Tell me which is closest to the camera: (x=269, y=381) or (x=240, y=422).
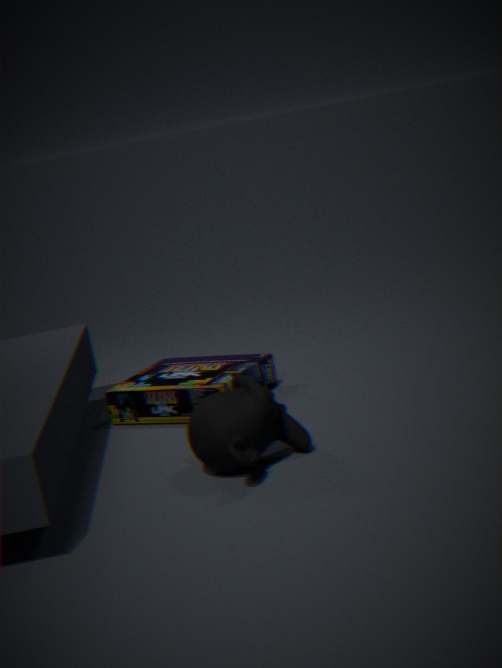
(x=240, y=422)
